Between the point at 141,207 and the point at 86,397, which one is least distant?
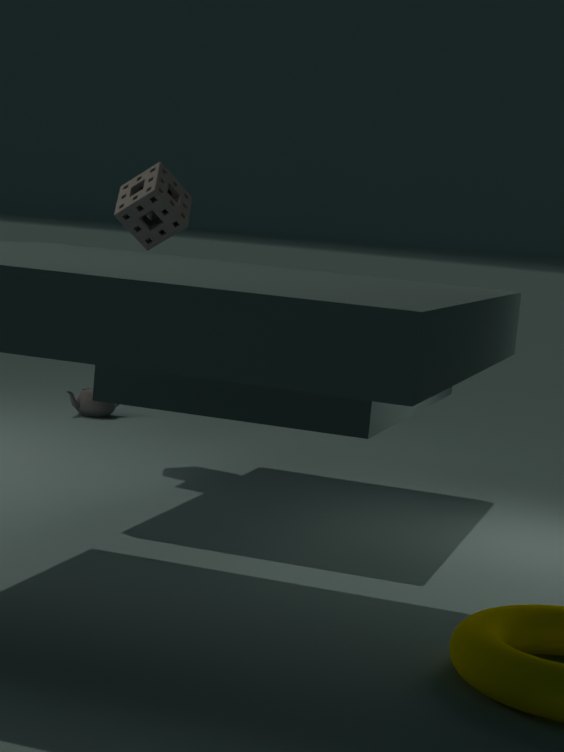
the point at 141,207
